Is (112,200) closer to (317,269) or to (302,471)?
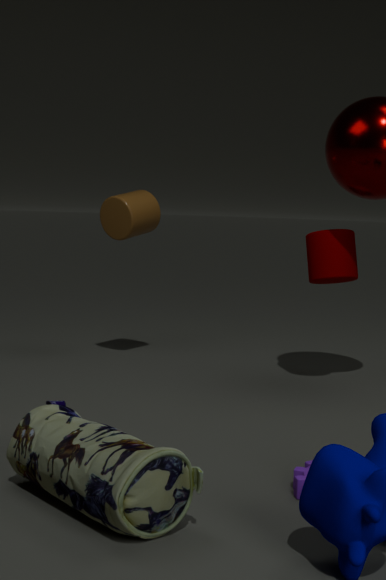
(317,269)
